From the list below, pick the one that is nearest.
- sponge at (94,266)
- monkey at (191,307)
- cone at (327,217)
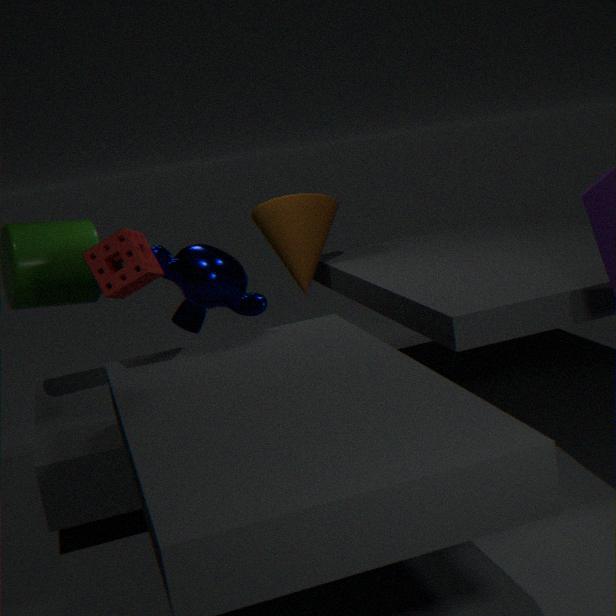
sponge at (94,266)
